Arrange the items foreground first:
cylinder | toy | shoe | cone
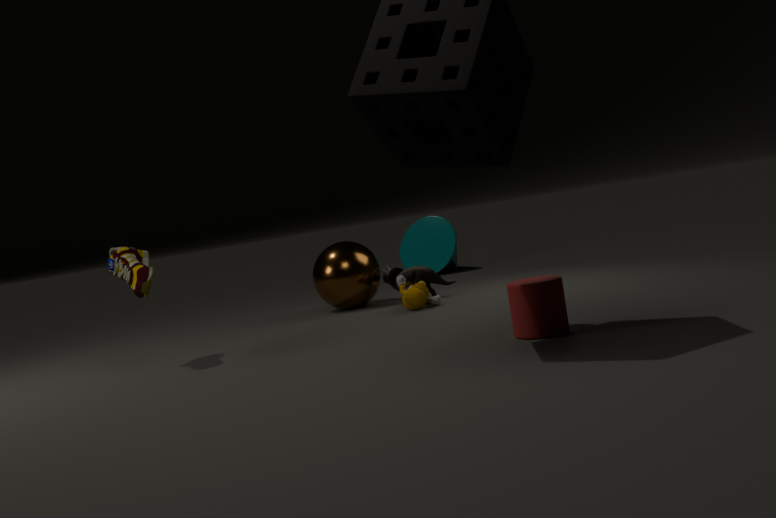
cylinder, shoe, toy, cone
